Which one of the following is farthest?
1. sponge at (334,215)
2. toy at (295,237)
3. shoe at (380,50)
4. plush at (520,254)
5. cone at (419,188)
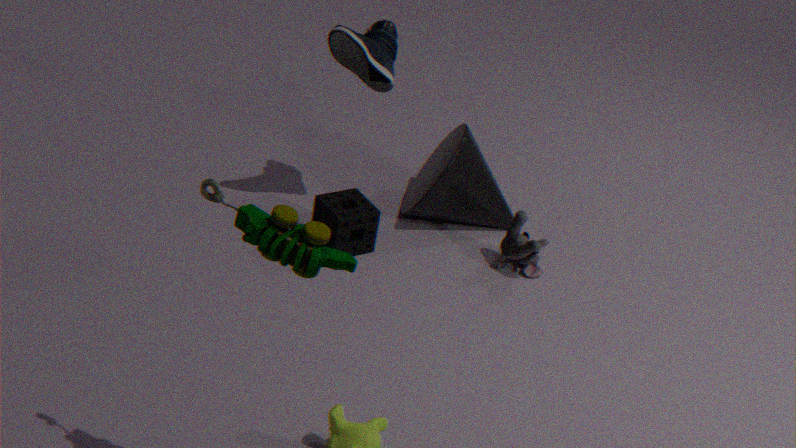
cone at (419,188)
